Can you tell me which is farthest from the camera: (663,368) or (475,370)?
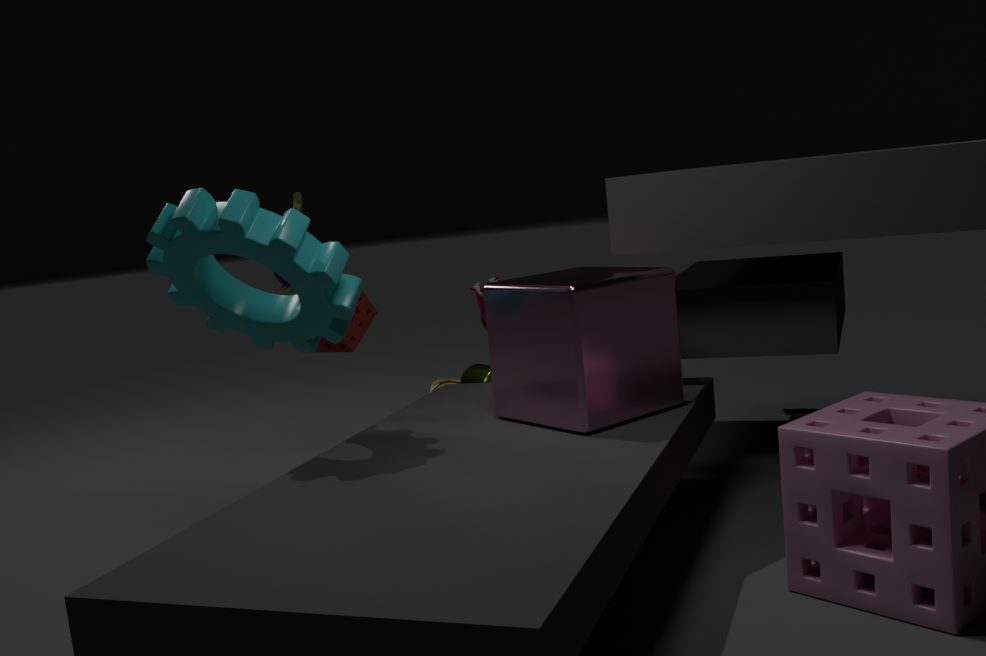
(475,370)
